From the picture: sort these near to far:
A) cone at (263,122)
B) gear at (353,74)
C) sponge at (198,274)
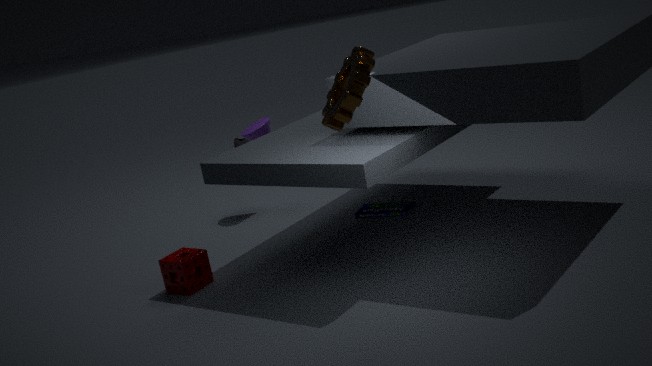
gear at (353,74)
sponge at (198,274)
cone at (263,122)
